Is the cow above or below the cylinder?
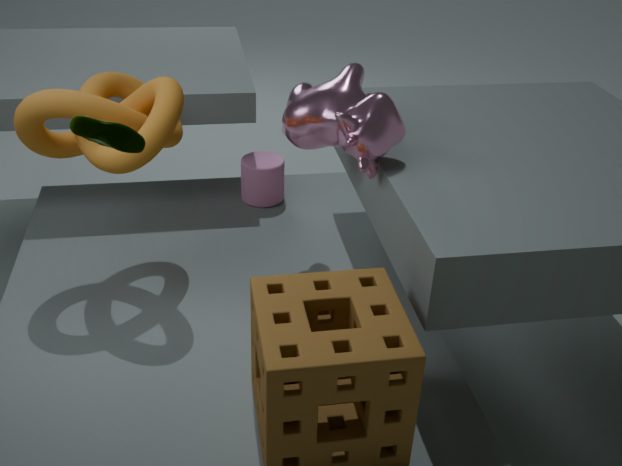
above
